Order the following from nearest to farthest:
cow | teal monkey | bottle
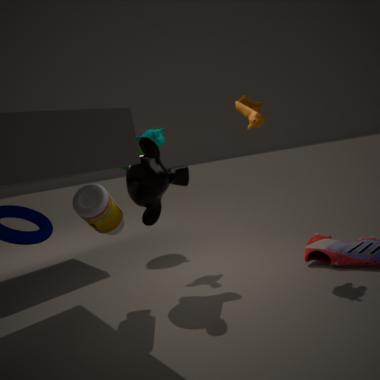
bottle, cow, teal monkey
